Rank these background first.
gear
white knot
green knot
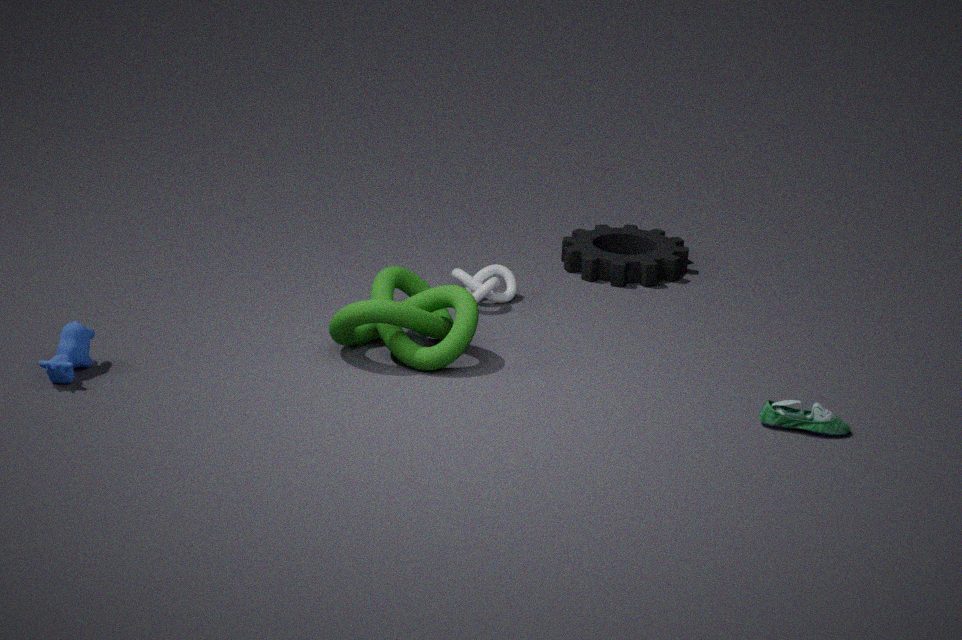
1. gear
2. white knot
3. green knot
